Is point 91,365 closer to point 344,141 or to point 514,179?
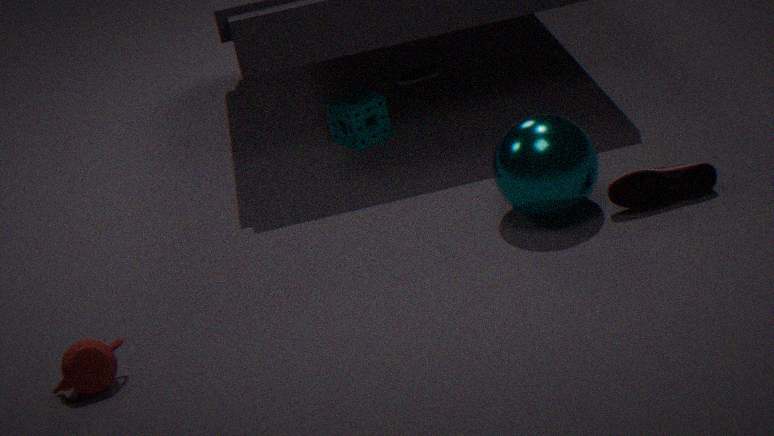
point 514,179
